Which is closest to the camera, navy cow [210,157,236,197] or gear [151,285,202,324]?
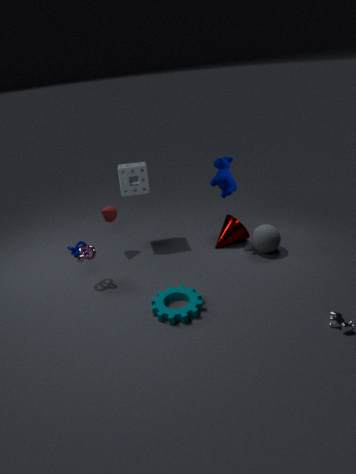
gear [151,285,202,324]
